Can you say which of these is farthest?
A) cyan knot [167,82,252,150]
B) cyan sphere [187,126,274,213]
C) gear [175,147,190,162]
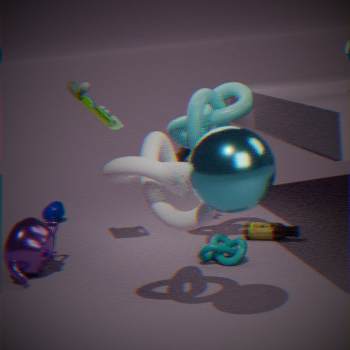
gear [175,147,190,162]
